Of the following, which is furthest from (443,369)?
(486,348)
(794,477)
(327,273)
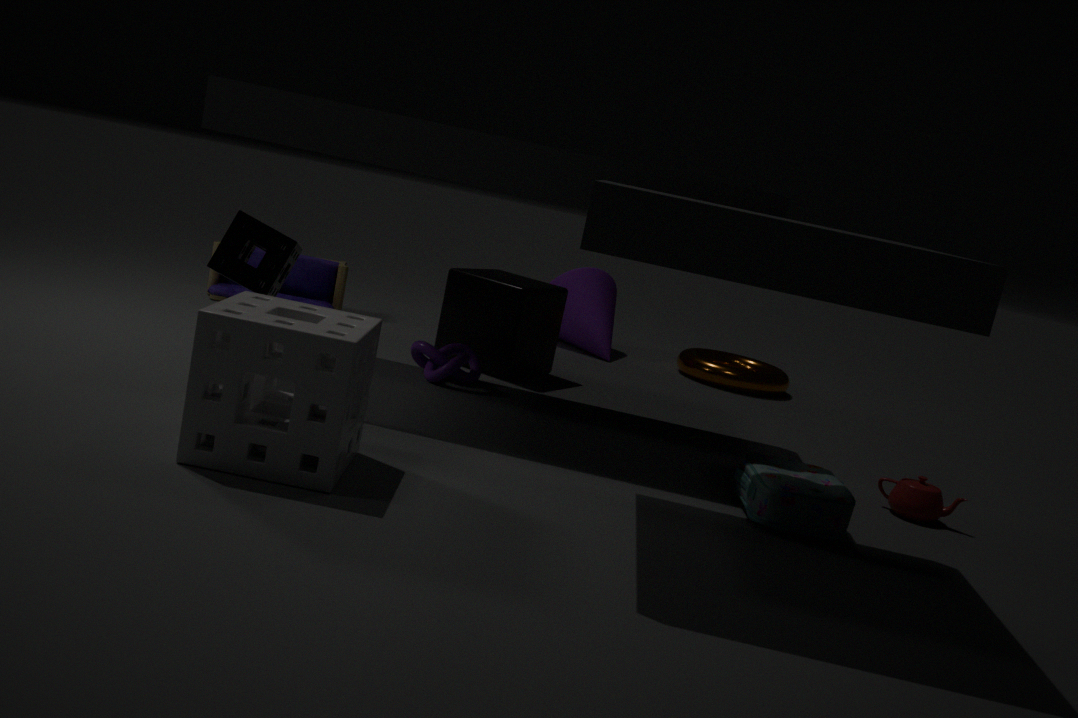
(794,477)
